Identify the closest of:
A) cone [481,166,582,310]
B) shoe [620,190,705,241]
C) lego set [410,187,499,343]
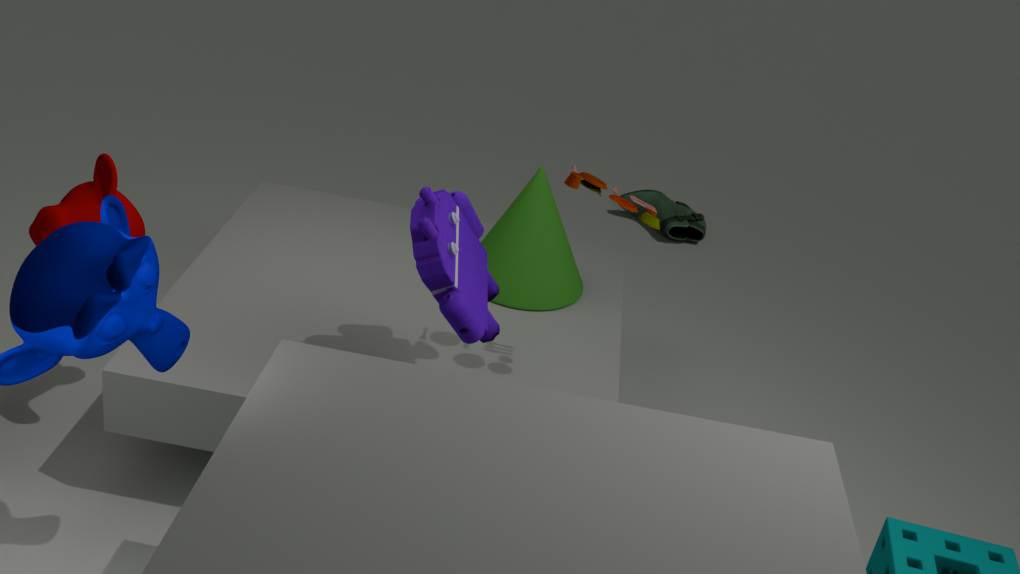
lego set [410,187,499,343]
